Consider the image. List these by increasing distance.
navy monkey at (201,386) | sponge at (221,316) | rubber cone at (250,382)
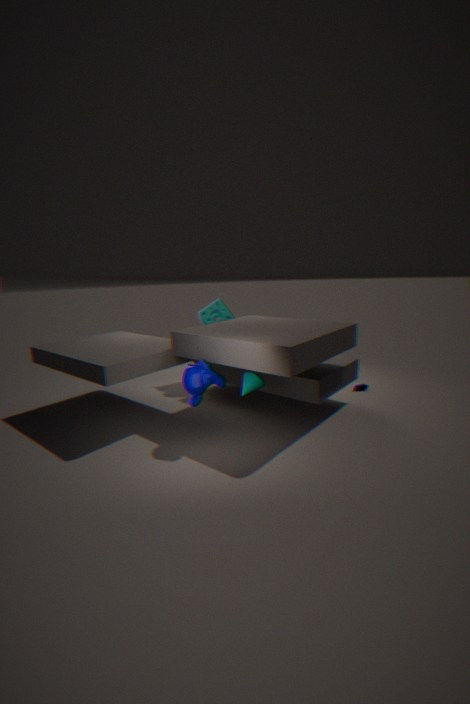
navy monkey at (201,386) → rubber cone at (250,382) → sponge at (221,316)
